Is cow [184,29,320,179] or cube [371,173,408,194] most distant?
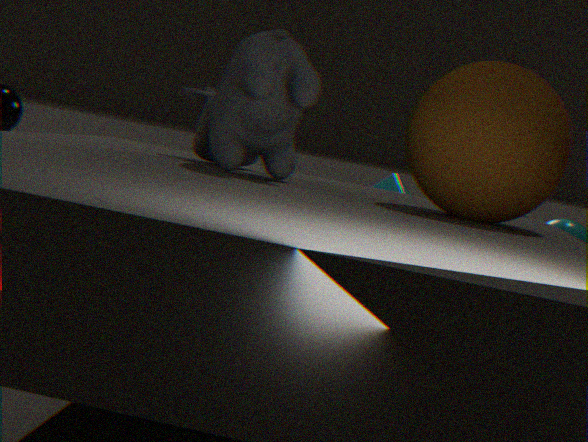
cube [371,173,408,194]
